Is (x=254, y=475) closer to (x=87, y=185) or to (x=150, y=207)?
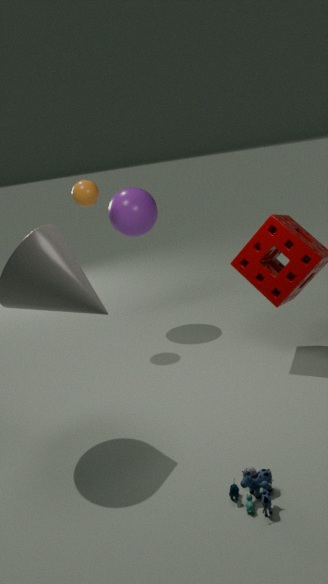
(x=87, y=185)
